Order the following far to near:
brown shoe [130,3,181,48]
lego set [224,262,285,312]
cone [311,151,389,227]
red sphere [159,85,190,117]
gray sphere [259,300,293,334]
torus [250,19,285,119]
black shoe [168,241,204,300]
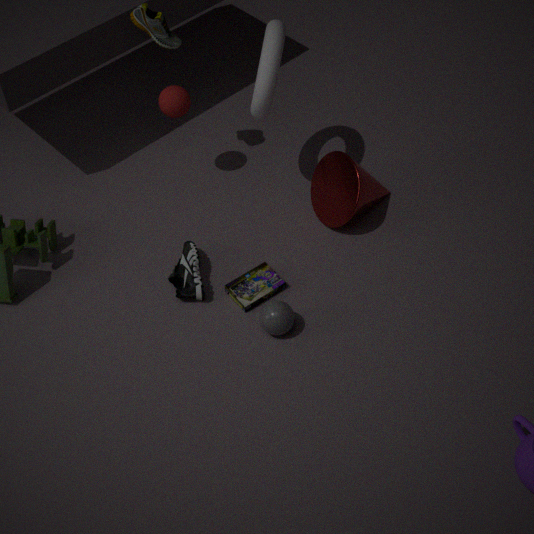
red sphere [159,85,190,117] < cone [311,151,389,227] < brown shoe [130,3,181,48] < lego set [224,262,285,312] < black shoe [168,241,204,300] < torus [250,19,285,119] < gray sphere [259,300,293,334]
